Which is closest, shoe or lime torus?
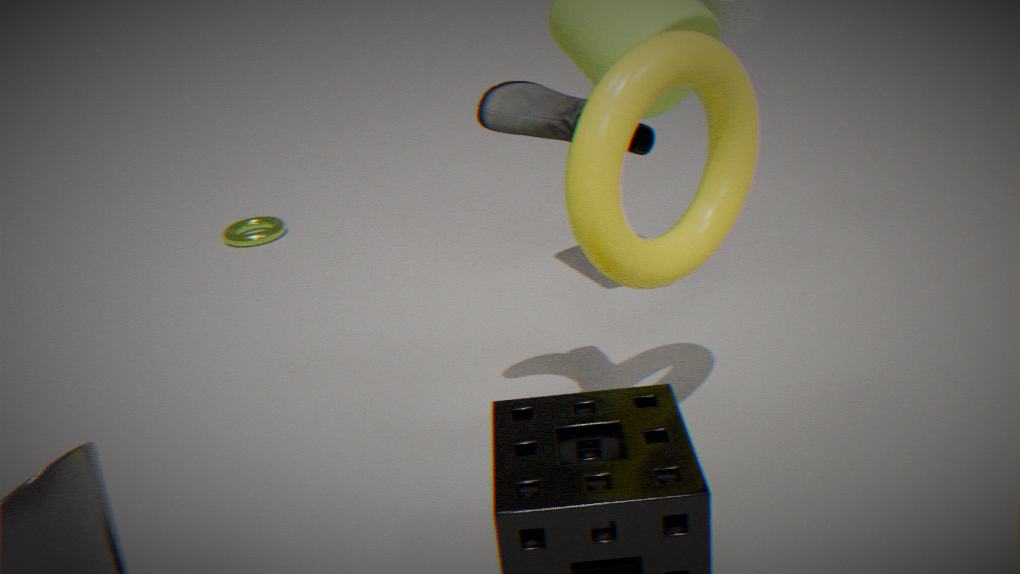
shoe
